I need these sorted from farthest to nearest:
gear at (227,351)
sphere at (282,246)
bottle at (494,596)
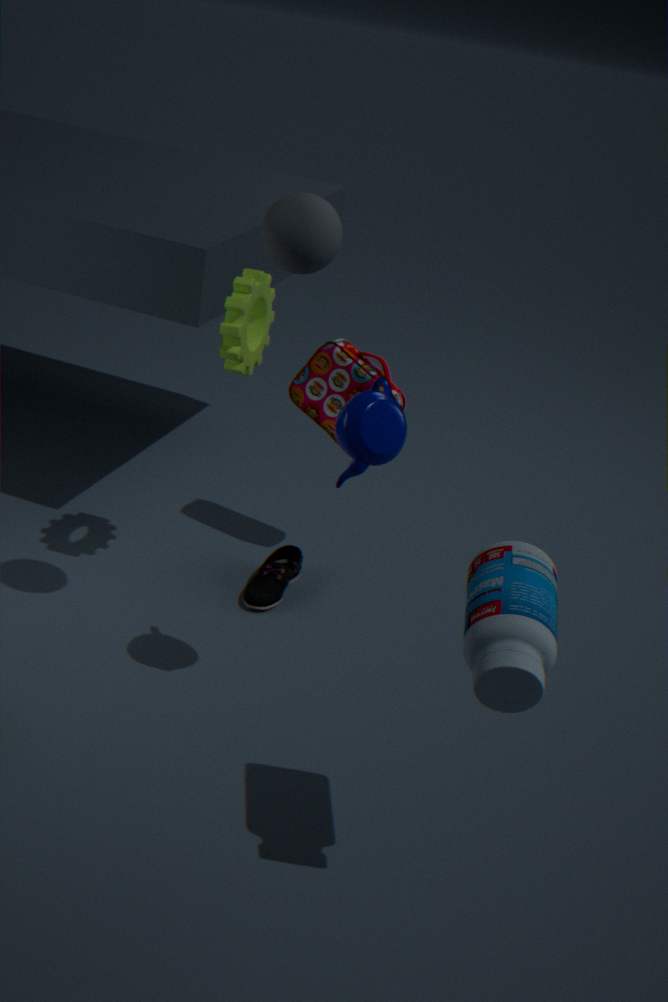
gear at (227,351) → sphere at (282,246) → bottle at (494,596)
